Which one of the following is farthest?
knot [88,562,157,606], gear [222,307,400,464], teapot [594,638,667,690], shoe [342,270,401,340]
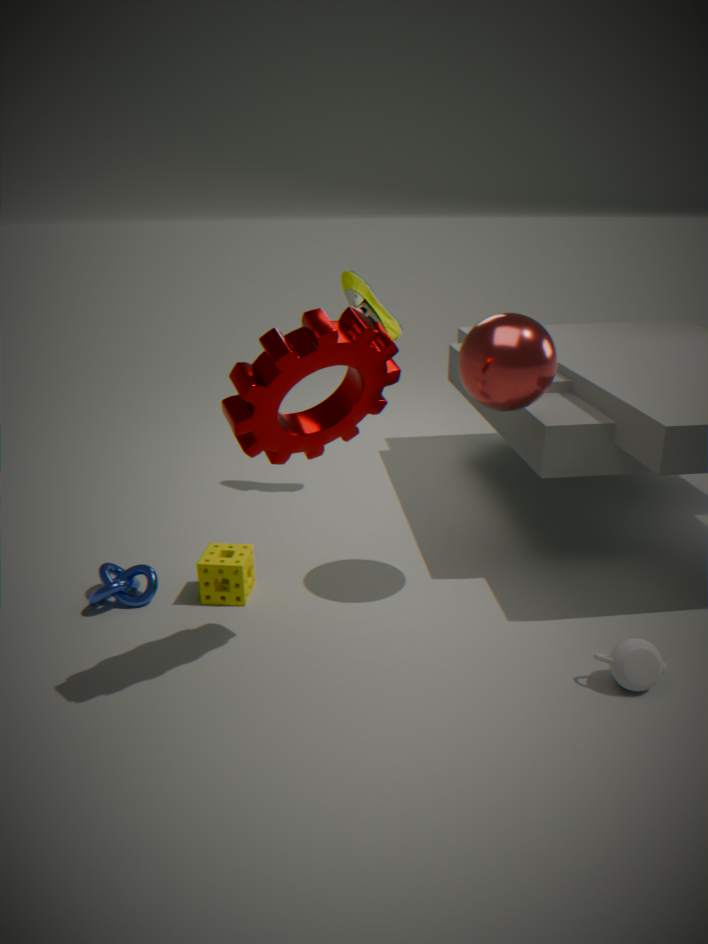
shoe [342,270,401,340]
